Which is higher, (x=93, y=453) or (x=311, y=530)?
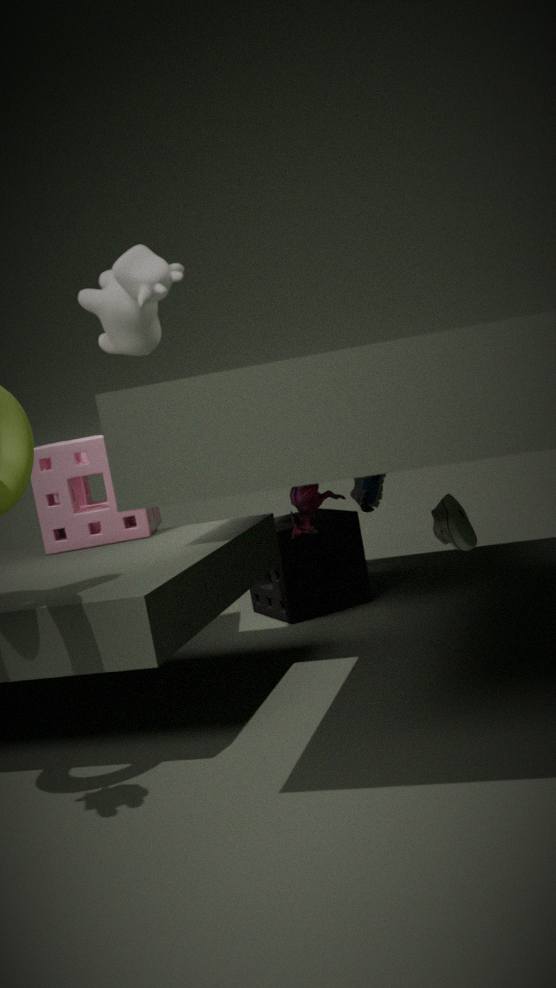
(x=93, y=453)
